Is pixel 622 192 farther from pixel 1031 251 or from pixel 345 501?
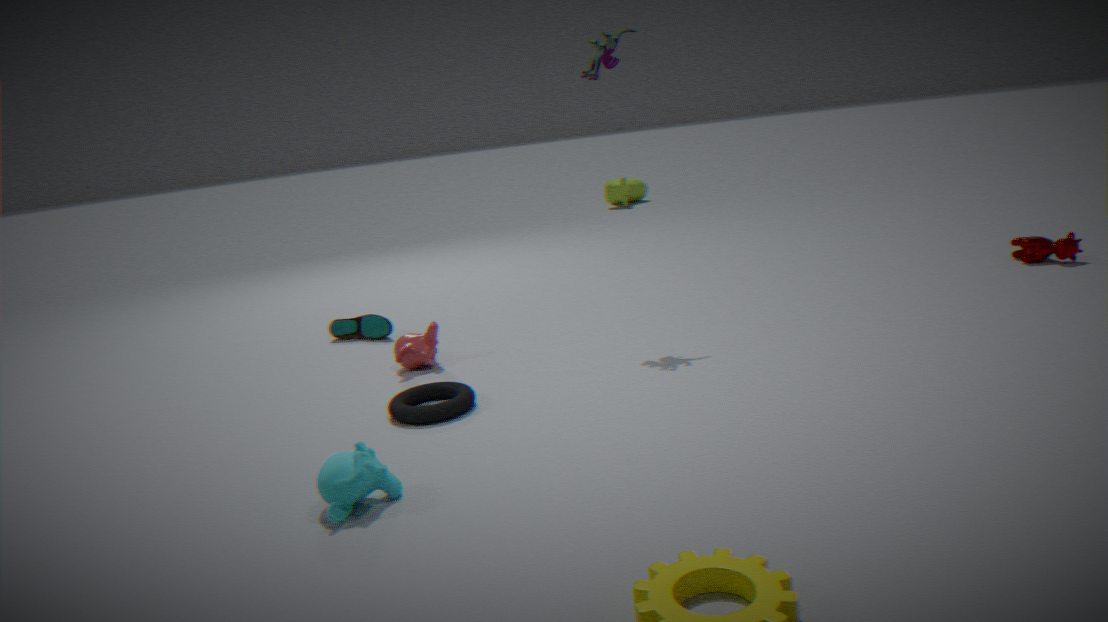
pixel 345 501
